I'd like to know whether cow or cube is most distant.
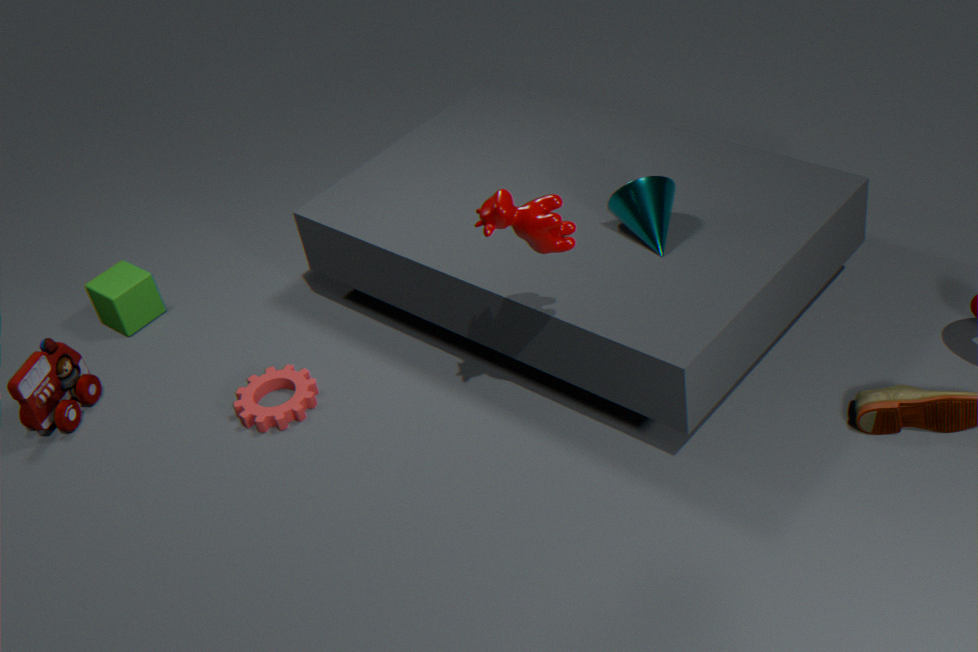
cube
